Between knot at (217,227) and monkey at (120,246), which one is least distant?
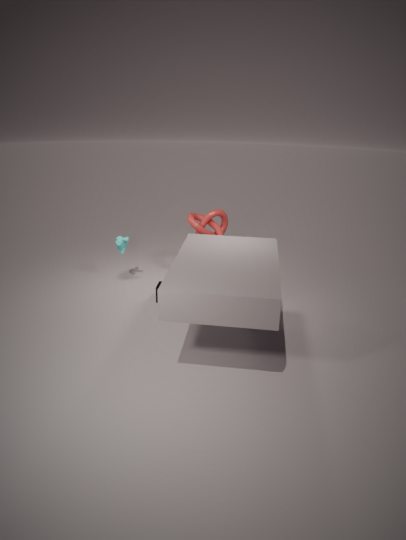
knot at (217,227)
